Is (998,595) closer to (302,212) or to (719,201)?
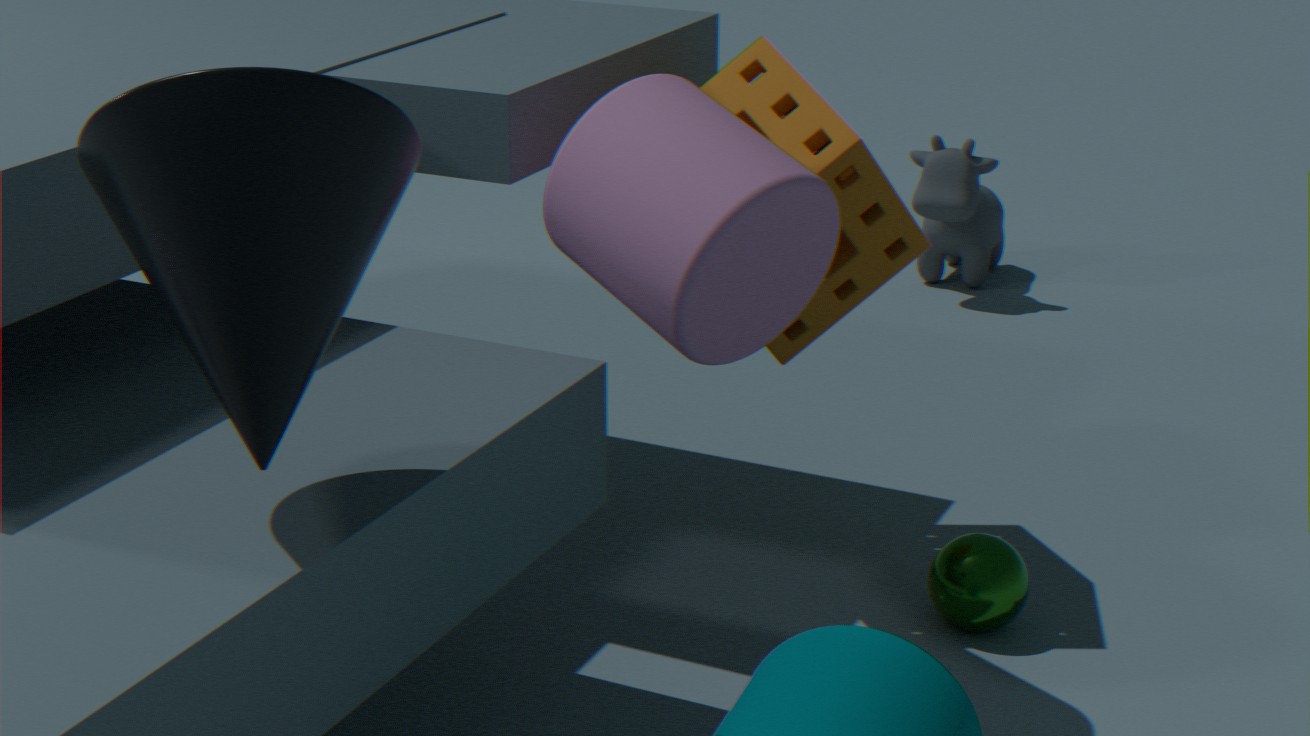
(719,201)
